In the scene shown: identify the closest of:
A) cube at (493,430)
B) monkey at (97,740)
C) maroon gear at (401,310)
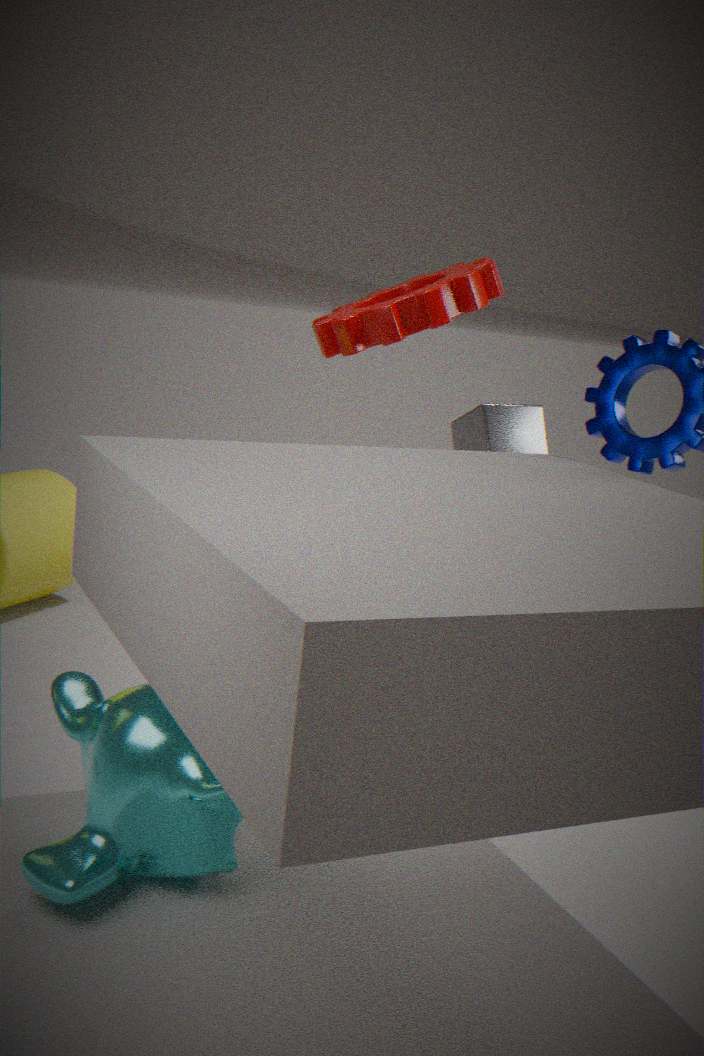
monkey at (97,740)
